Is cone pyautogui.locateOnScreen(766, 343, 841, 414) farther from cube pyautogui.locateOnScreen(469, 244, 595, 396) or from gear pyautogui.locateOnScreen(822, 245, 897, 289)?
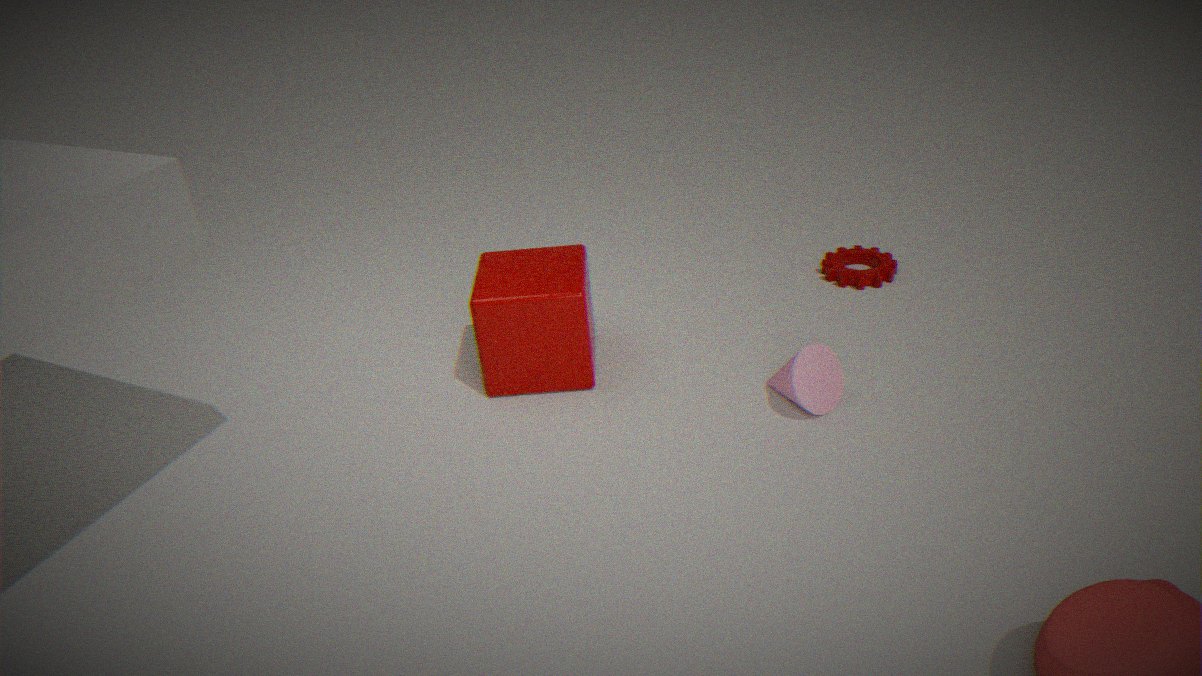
gear pyautogui.locateOnScreen(822, 245, 897, 289)
